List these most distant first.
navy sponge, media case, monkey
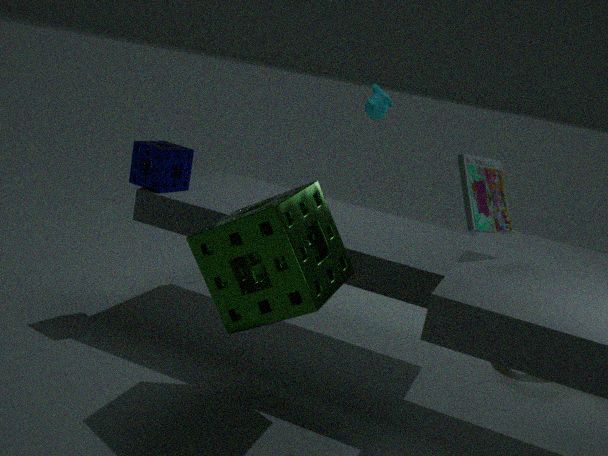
monkey < navy sponge < media case
